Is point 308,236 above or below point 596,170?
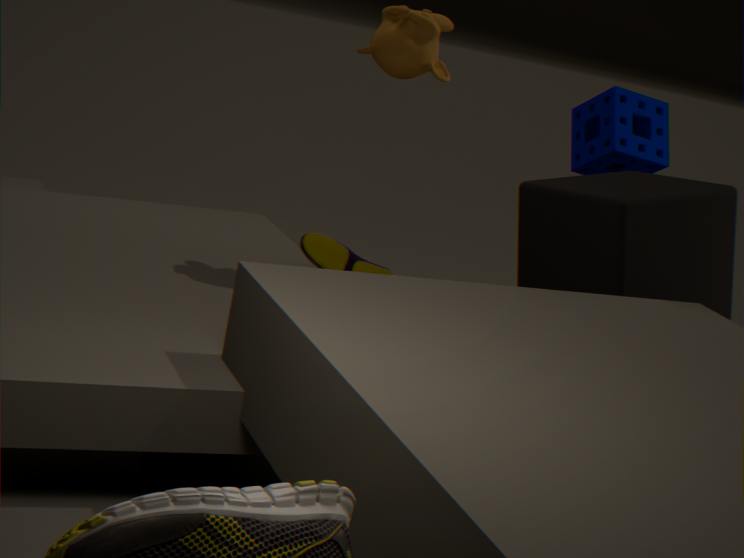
below
